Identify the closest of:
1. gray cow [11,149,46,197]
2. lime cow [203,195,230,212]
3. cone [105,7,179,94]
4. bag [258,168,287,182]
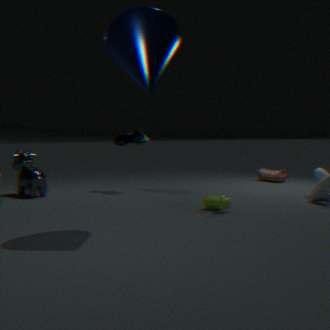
cone [105,7,179,94]
